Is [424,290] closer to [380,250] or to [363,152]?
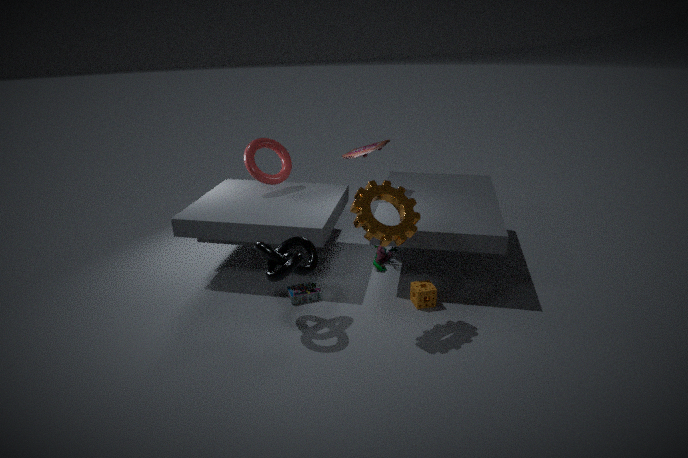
[380,250]
